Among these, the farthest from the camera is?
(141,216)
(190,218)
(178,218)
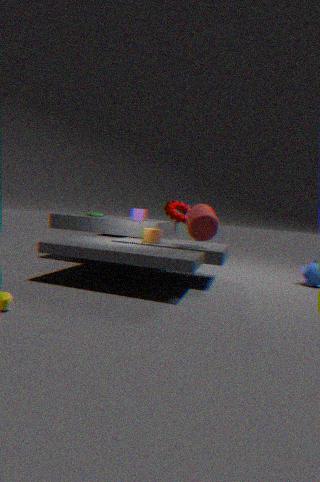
(178,218)
